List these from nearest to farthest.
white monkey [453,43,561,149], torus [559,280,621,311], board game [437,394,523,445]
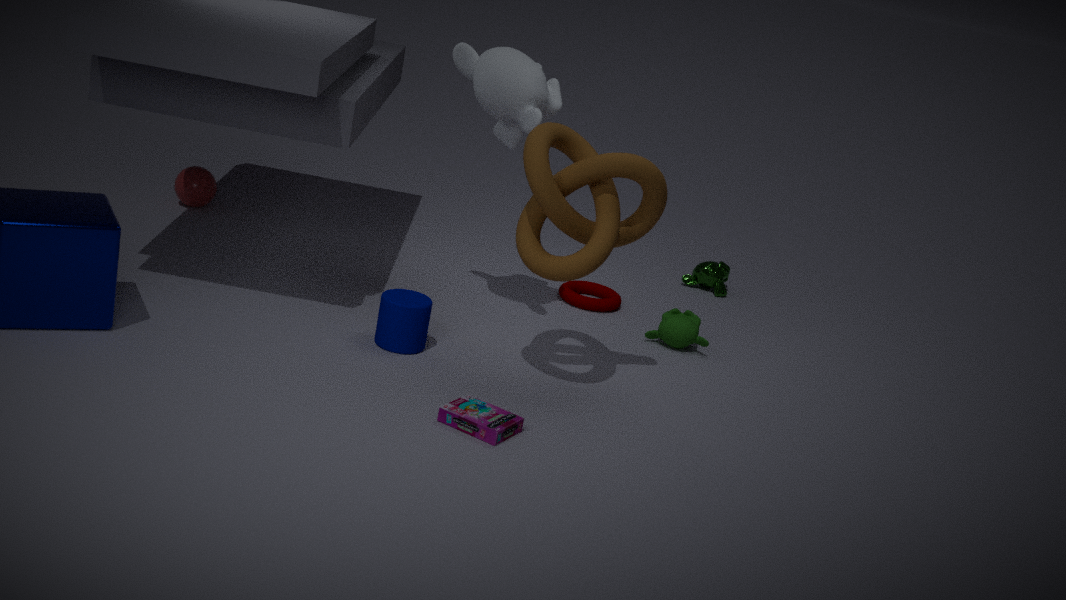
board game [437,394,523,445]
white monkey [453,43,561,149]
torus [559,280,621,311]
